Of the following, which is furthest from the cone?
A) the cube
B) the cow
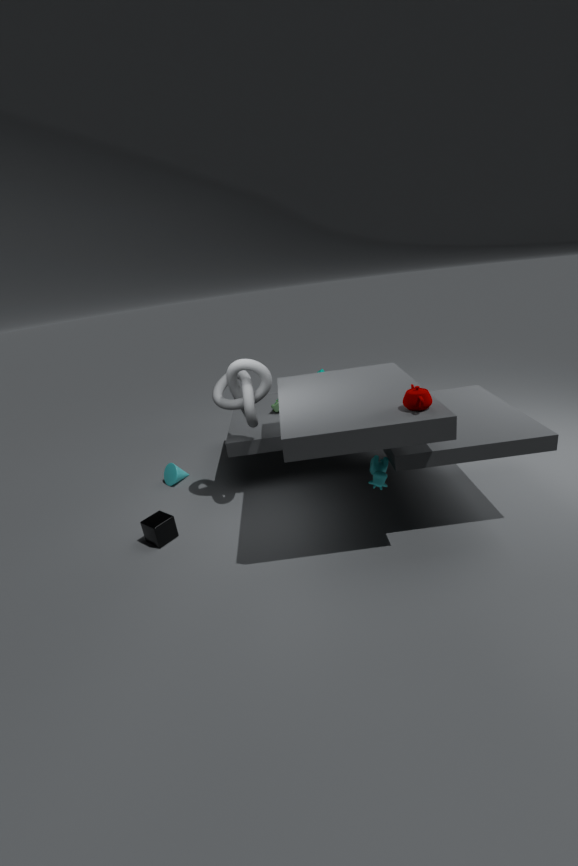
the cow
